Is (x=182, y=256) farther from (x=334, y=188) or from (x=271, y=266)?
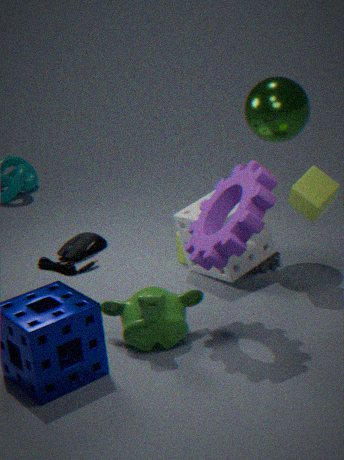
(x=334, y=188)
